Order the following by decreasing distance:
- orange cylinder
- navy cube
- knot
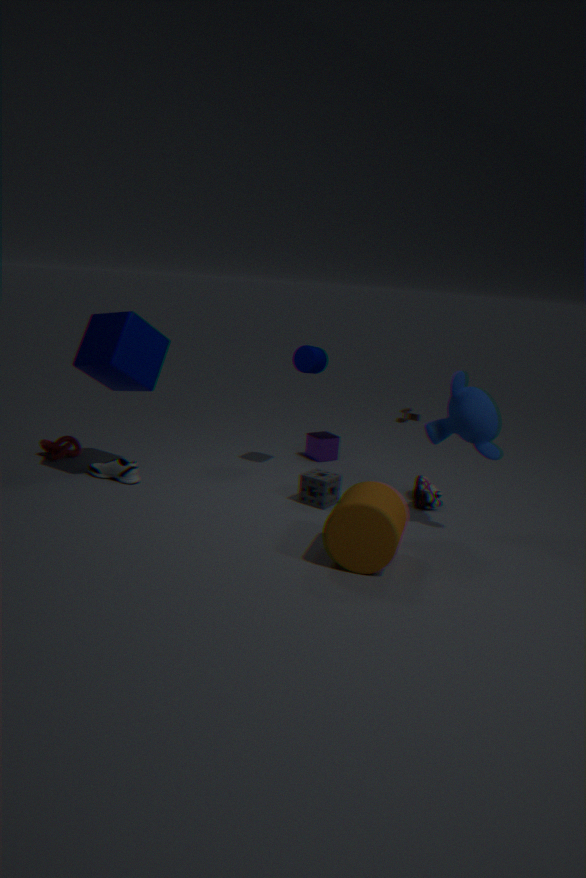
1. knot
2. navy cube
3. orange cylinder
